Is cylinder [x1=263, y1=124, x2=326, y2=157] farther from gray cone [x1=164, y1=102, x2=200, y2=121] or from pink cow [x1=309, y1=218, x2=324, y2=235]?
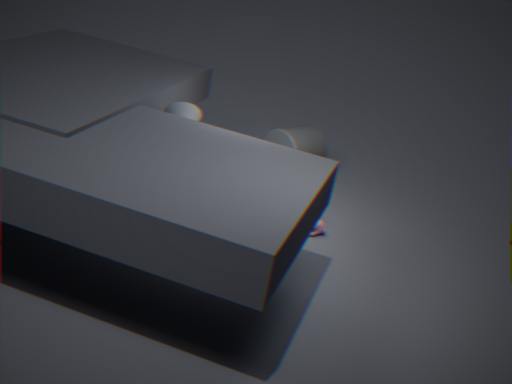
gray cone [x1=164, y1=102, x2=200, y2=121]
